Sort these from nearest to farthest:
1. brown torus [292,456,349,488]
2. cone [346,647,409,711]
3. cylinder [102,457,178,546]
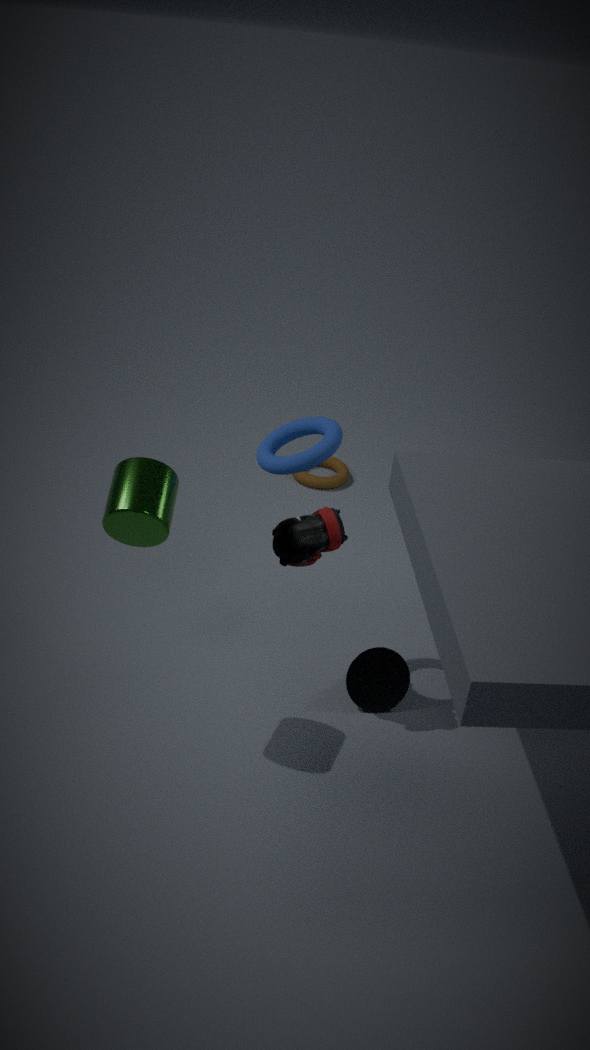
cylinder [102,457,178,546], cone [346,647,409,711], brown torus [292,456,349,488]
